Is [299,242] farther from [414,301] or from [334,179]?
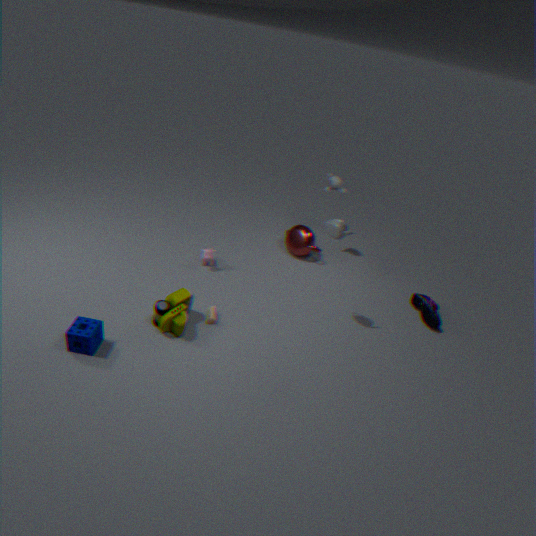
[414,301]
